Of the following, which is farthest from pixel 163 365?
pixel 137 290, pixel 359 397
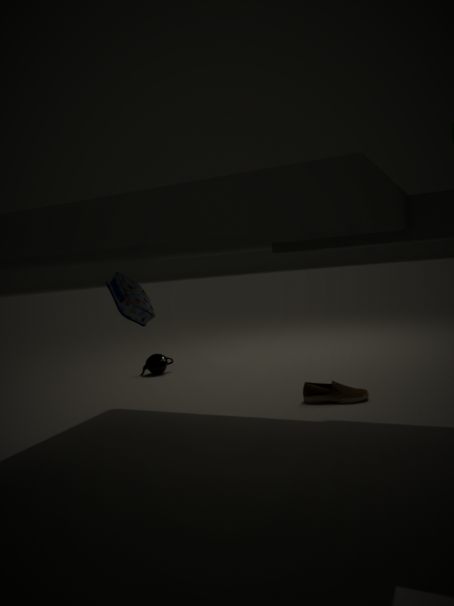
pixel 359 397
